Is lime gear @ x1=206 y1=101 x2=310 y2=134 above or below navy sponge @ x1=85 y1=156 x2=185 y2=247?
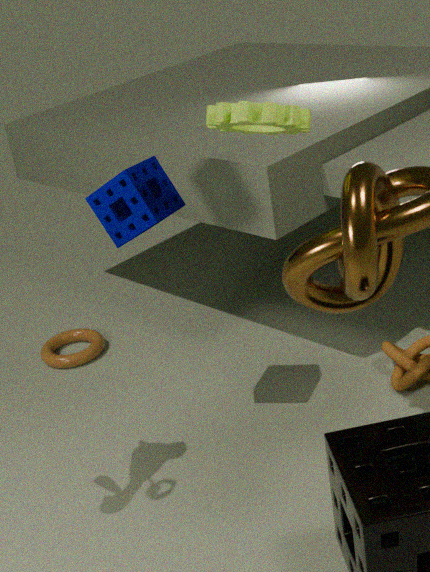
above
